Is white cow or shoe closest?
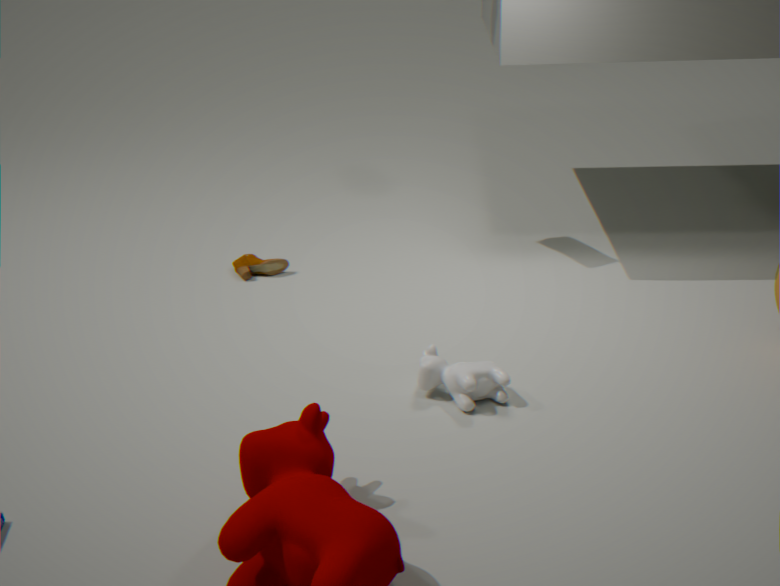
white cow
